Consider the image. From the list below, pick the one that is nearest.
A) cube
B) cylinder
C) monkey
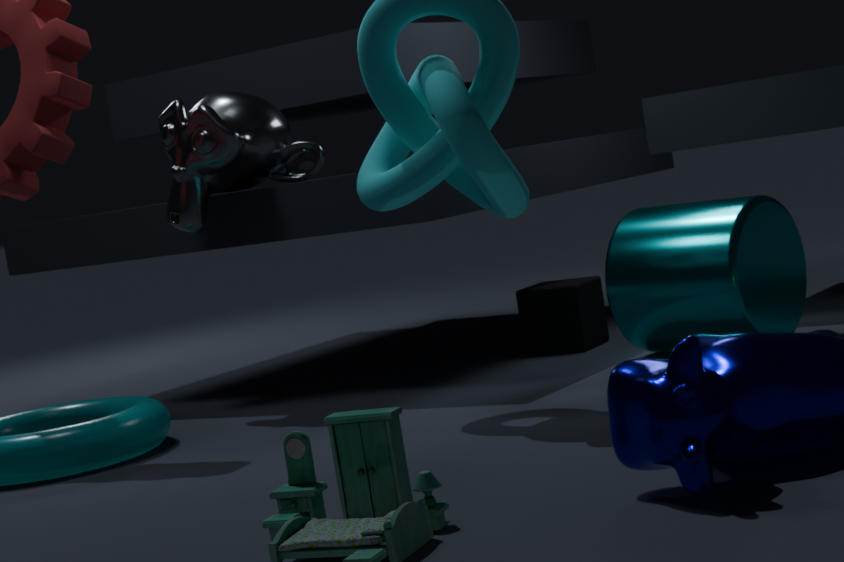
cylinder
